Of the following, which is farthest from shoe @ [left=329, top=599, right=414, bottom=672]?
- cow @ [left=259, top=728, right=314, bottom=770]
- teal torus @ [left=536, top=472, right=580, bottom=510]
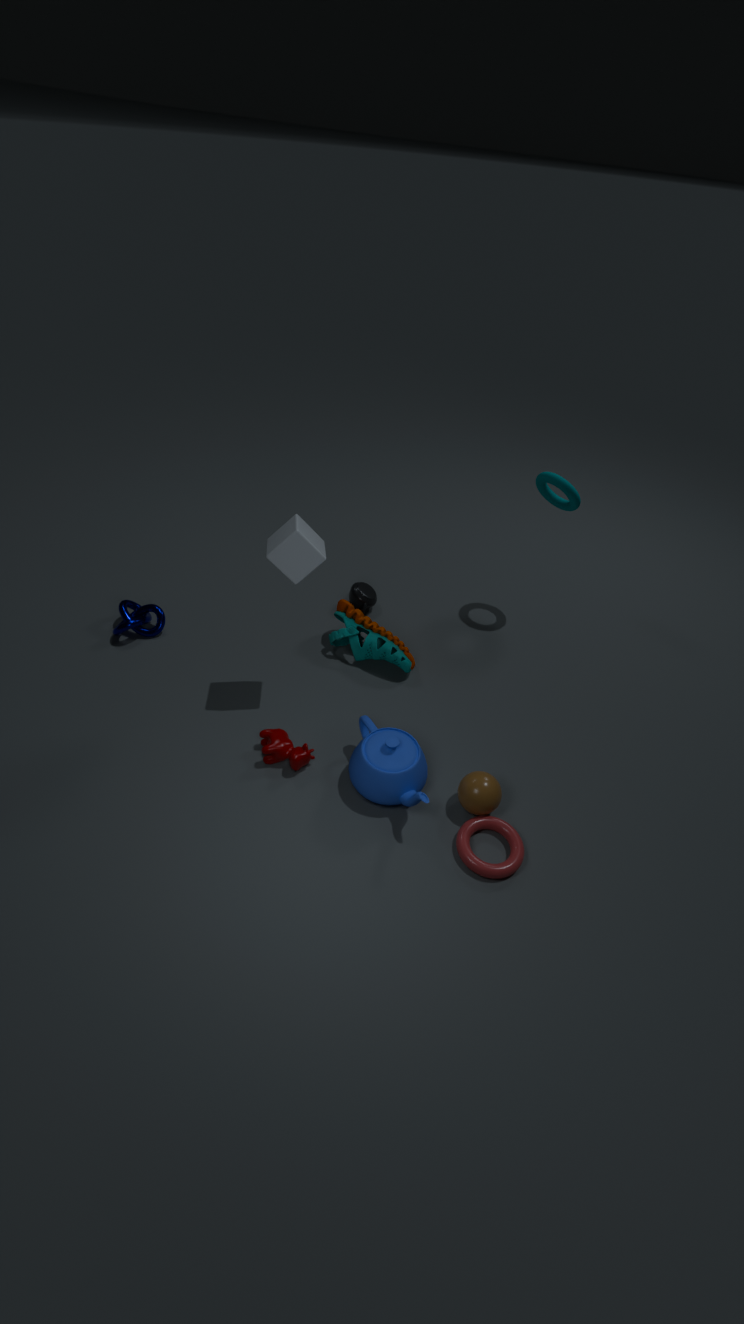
teal torus @ [left=536, top=472, right=580, bottom=510]
